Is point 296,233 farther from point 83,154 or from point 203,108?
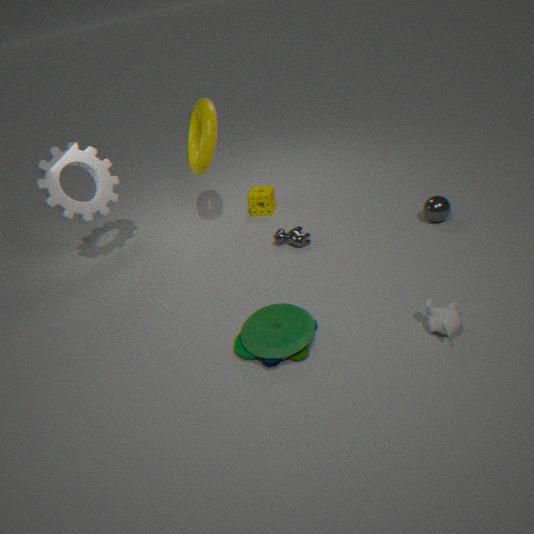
point 83,154
